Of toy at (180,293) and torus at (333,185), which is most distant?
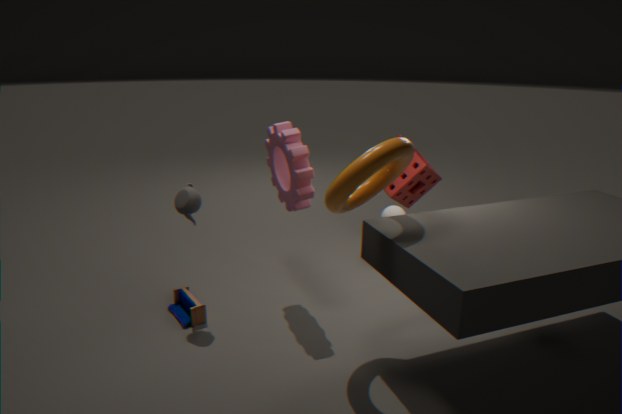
toy at (180,293)
